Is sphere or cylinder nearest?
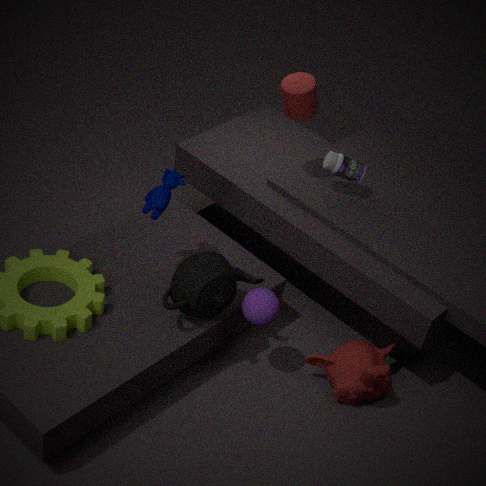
sphere
